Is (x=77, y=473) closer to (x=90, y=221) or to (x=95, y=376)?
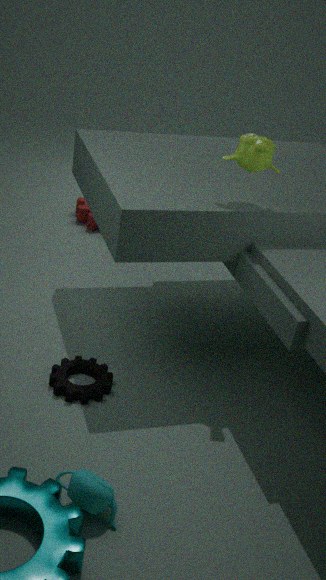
(x=95, y=376)
